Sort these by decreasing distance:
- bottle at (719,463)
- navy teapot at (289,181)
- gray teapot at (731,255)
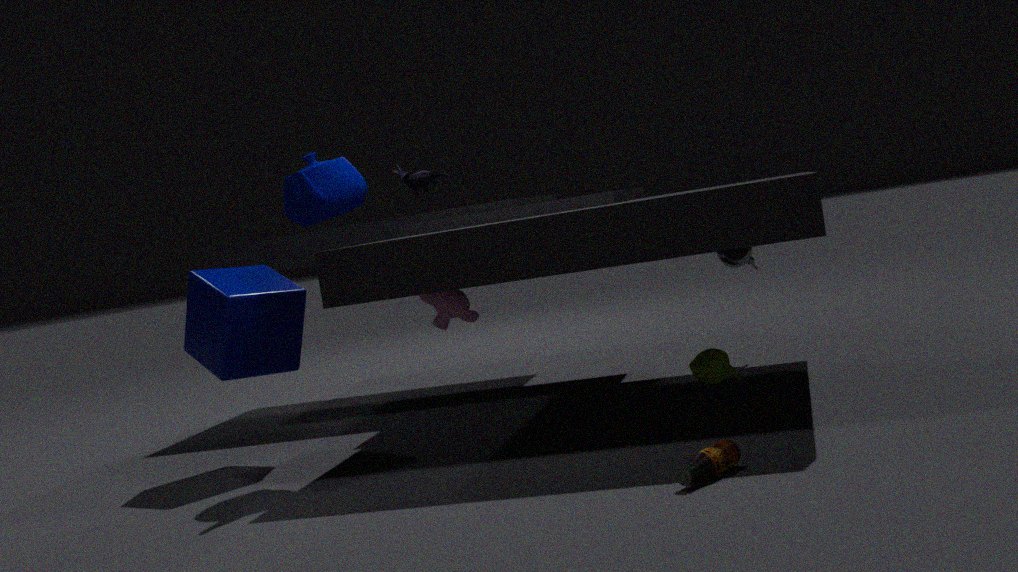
gray teapot at (731,255) < navy teapot at (289,181) < bottle at (719,463)
